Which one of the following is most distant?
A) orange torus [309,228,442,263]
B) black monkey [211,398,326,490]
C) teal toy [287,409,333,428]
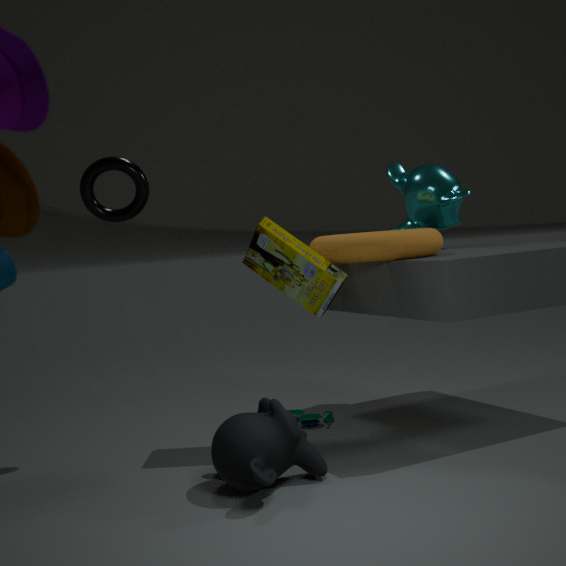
teal toy [287,409,333,428]
